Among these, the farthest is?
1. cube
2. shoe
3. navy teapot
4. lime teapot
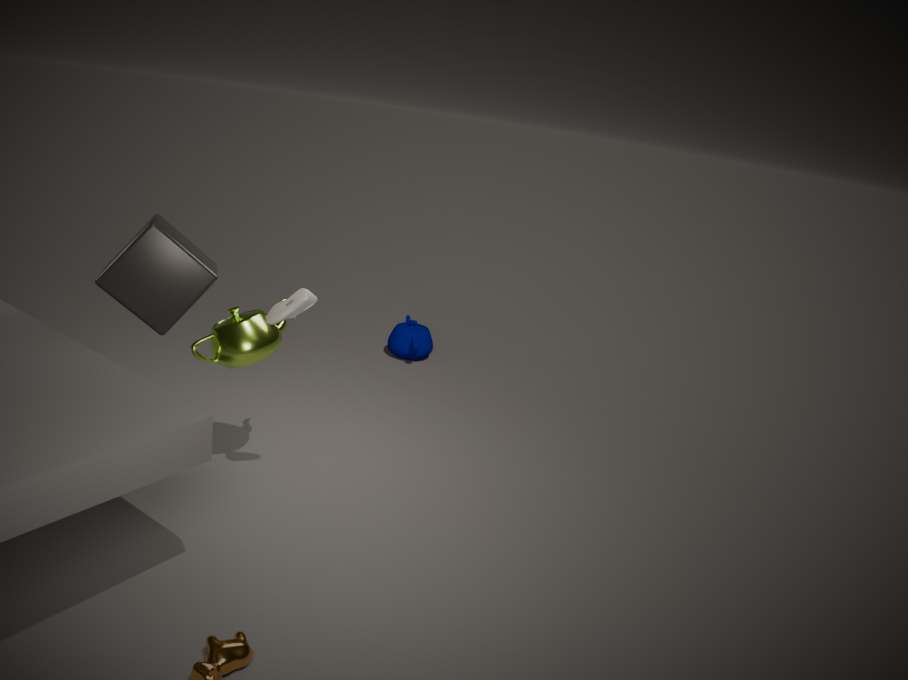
navy teapot
